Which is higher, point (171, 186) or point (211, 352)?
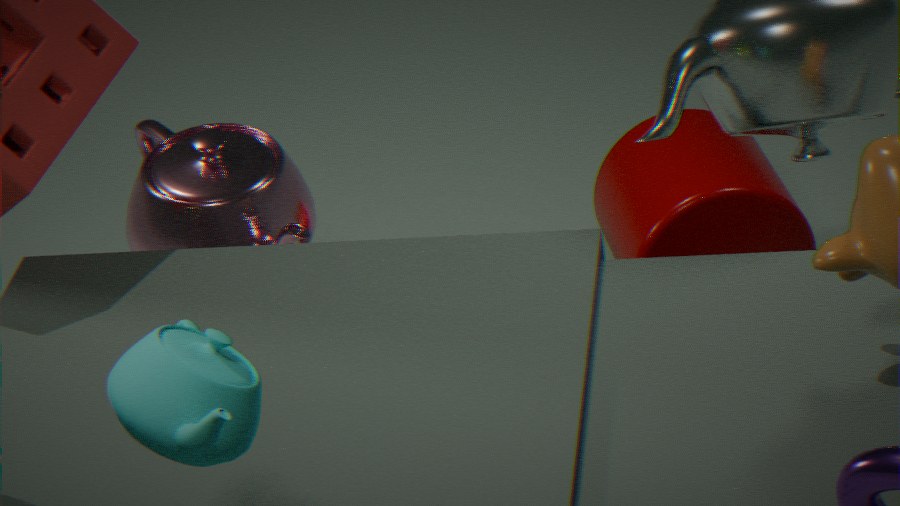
point (211, 352)
